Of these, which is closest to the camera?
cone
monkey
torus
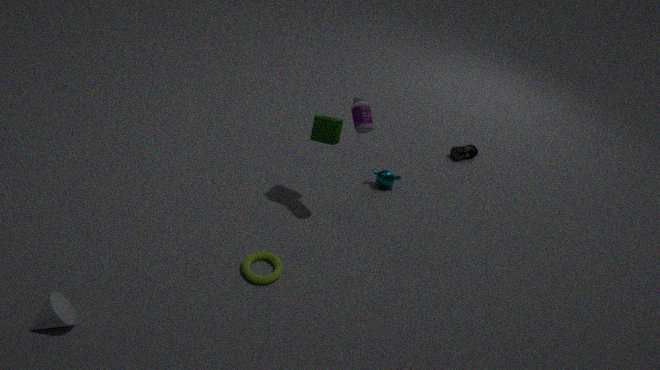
cone
